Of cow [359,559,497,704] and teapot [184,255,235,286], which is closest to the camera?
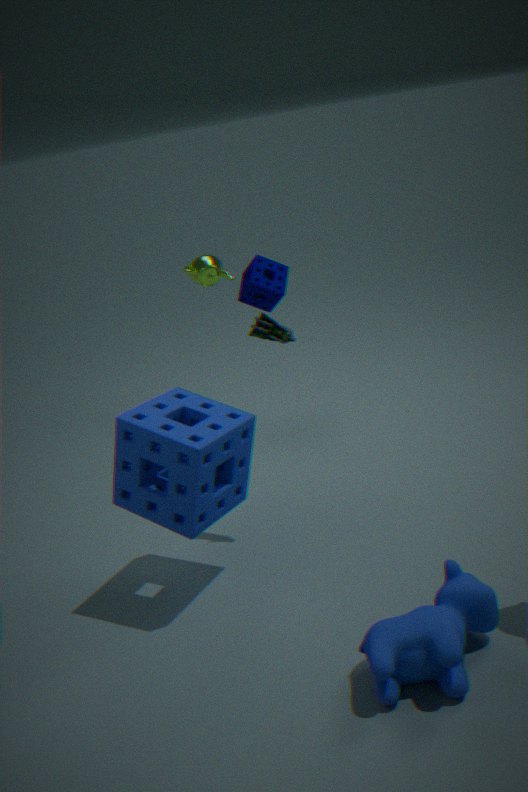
cow [359,559,497,704]
